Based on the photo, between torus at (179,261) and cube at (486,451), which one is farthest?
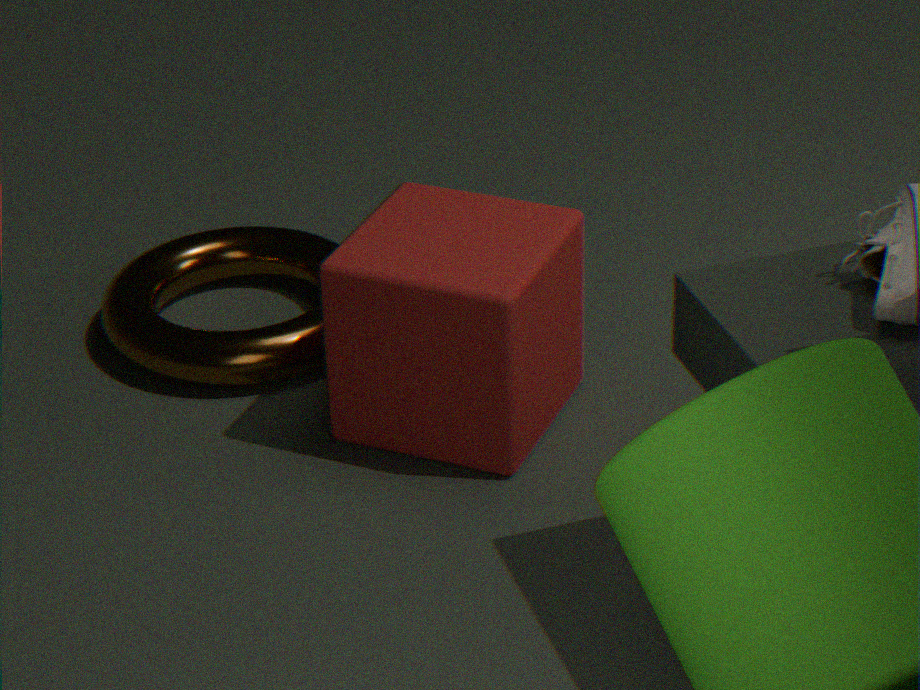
torus at (179,261)
